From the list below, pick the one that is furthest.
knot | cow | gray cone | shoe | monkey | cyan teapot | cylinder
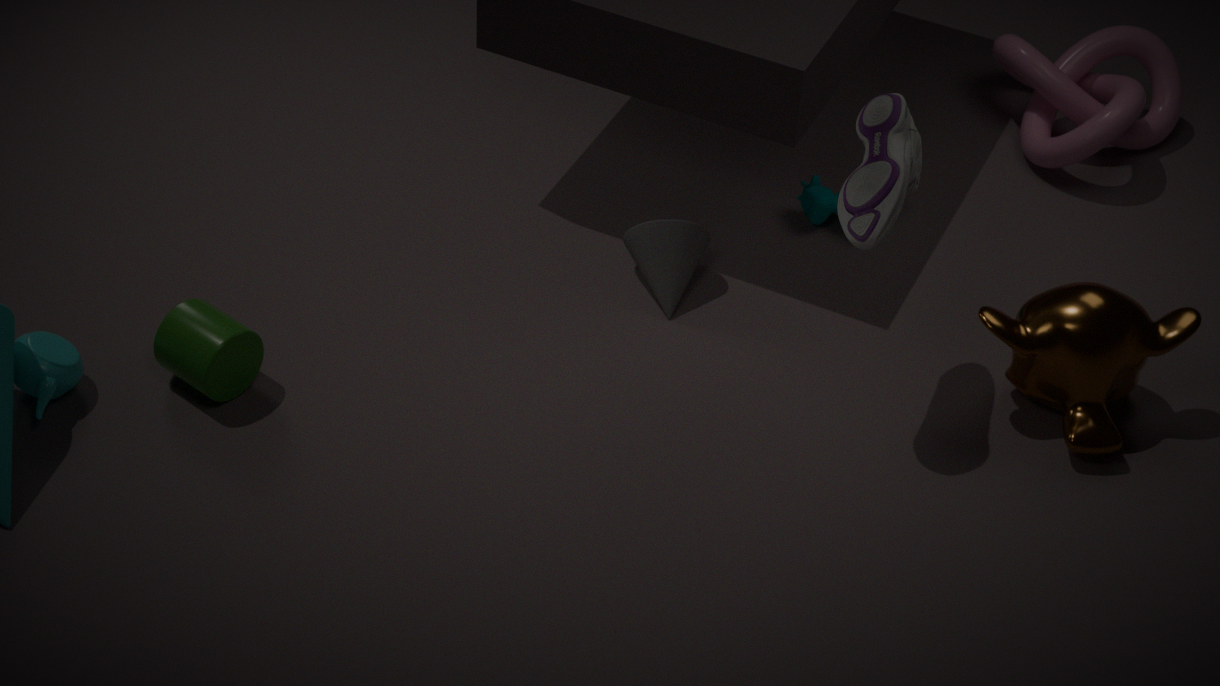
knot
